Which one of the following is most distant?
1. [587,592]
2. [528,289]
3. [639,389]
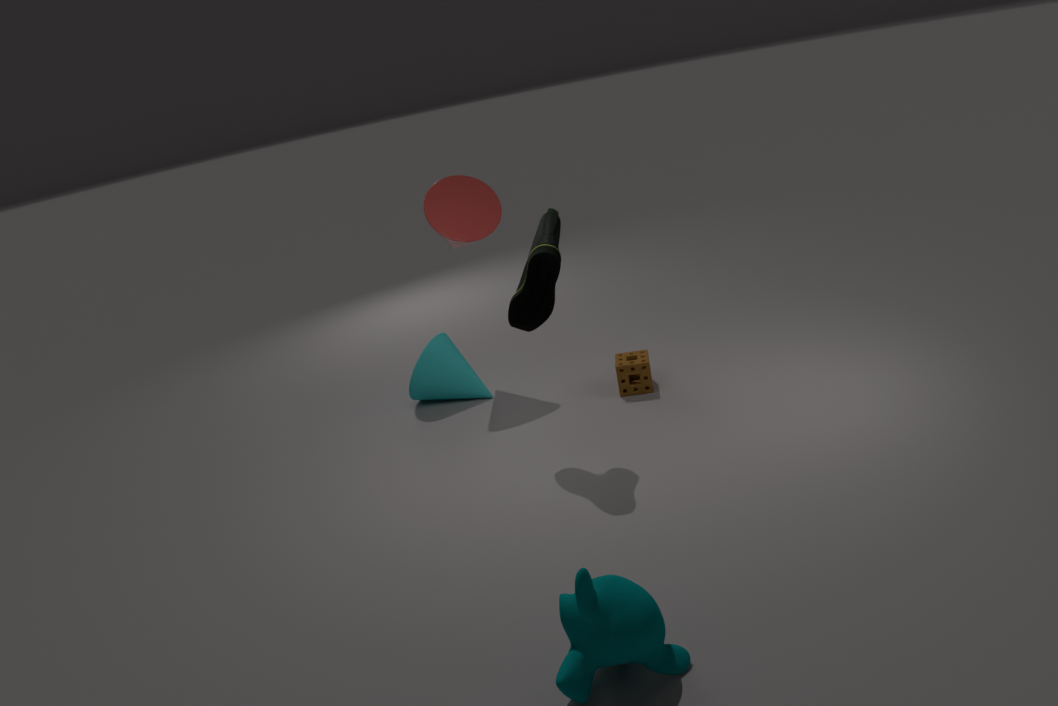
[639,389]
